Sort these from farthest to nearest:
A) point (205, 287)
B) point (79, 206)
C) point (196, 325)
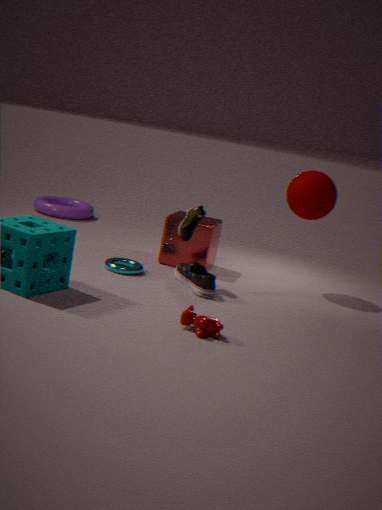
point (79, 206) < point (205, 287) < point (196, 325)
